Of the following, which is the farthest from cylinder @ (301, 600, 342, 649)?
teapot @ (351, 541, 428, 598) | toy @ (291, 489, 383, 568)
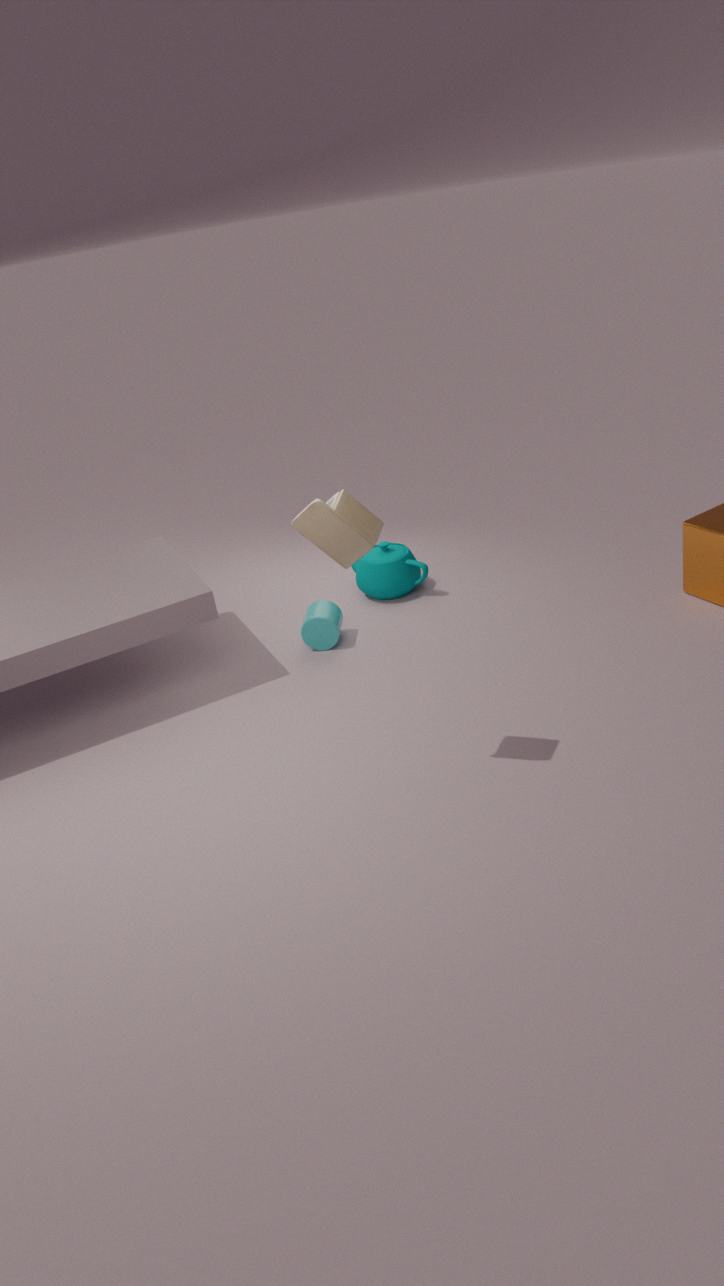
toy @ (291, 489, 383, 568)
